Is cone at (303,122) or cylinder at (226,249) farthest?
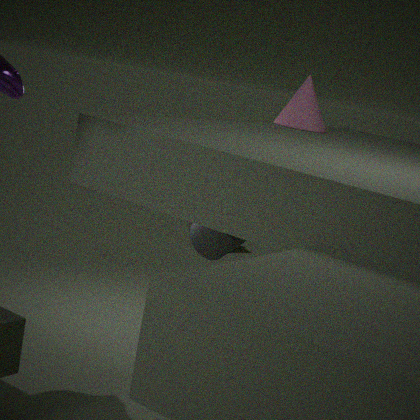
cone at (303,122)
